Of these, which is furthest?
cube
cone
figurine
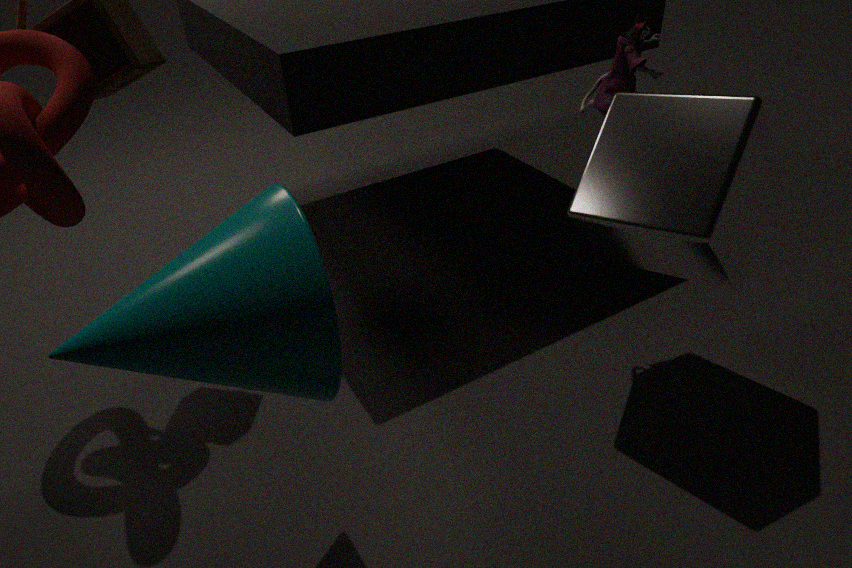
figurine
